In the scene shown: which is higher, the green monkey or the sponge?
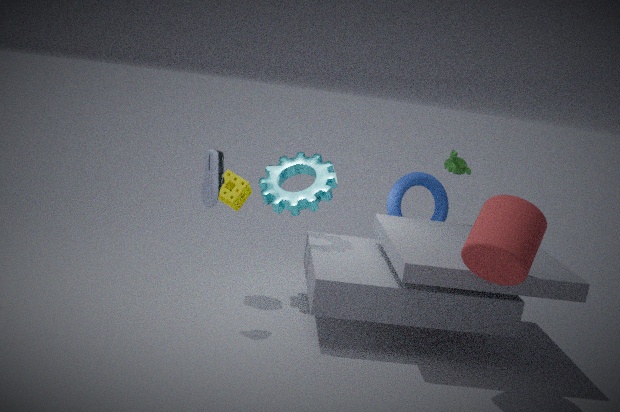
the green monkey
